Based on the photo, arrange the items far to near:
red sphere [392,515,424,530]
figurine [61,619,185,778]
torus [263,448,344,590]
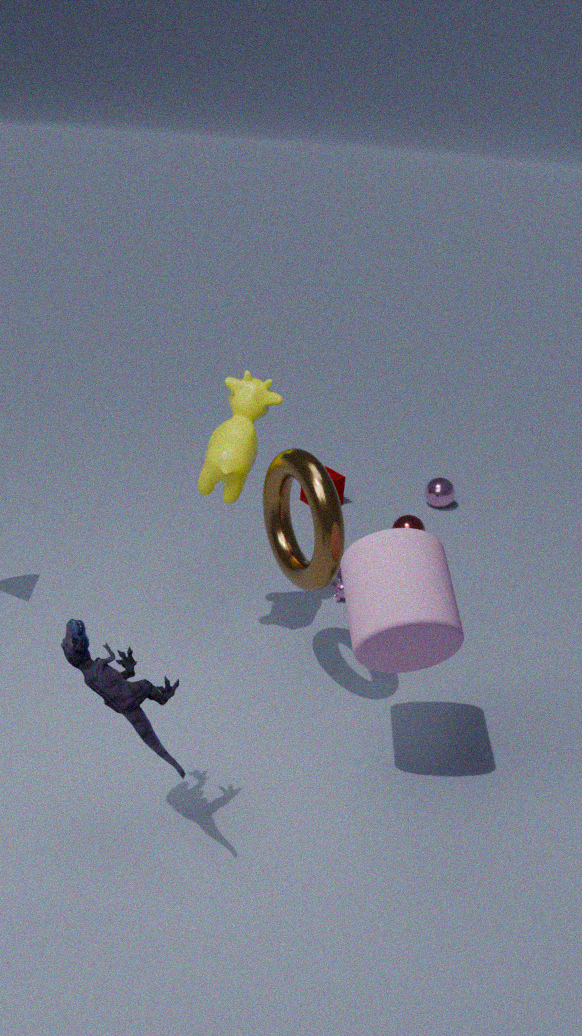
1. red sphere [392,515,424,530]
2. torus [263,448,344,590]
3. figurine [61,619,185,778]
